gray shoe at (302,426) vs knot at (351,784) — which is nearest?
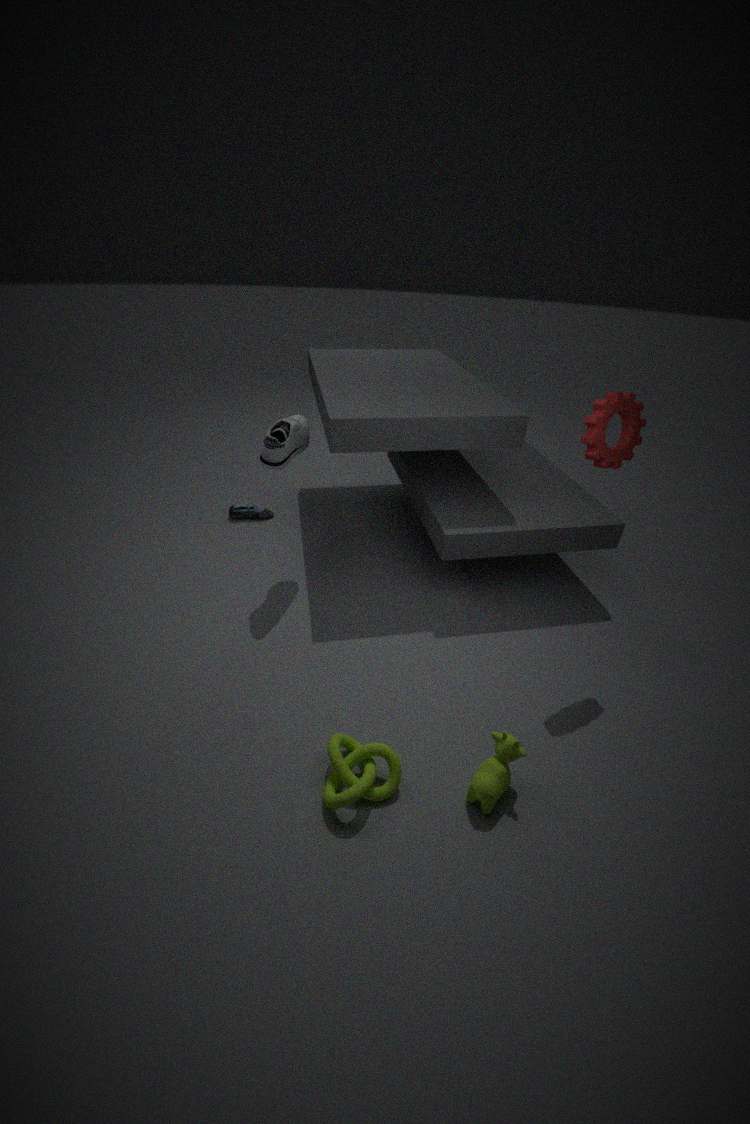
knot at (351,784)
